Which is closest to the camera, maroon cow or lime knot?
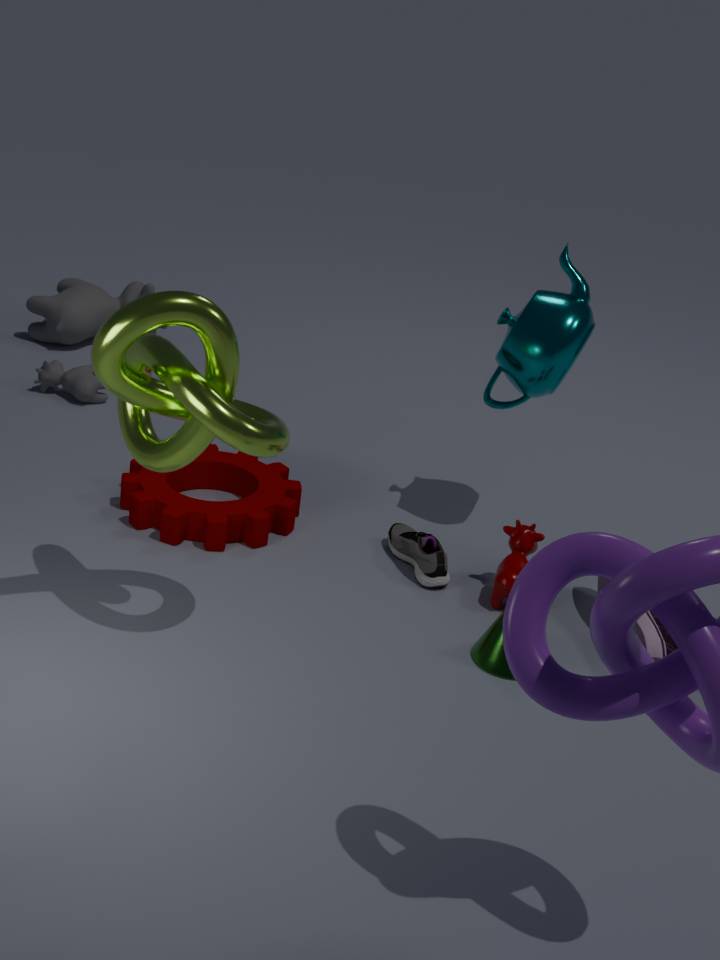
lime knot
